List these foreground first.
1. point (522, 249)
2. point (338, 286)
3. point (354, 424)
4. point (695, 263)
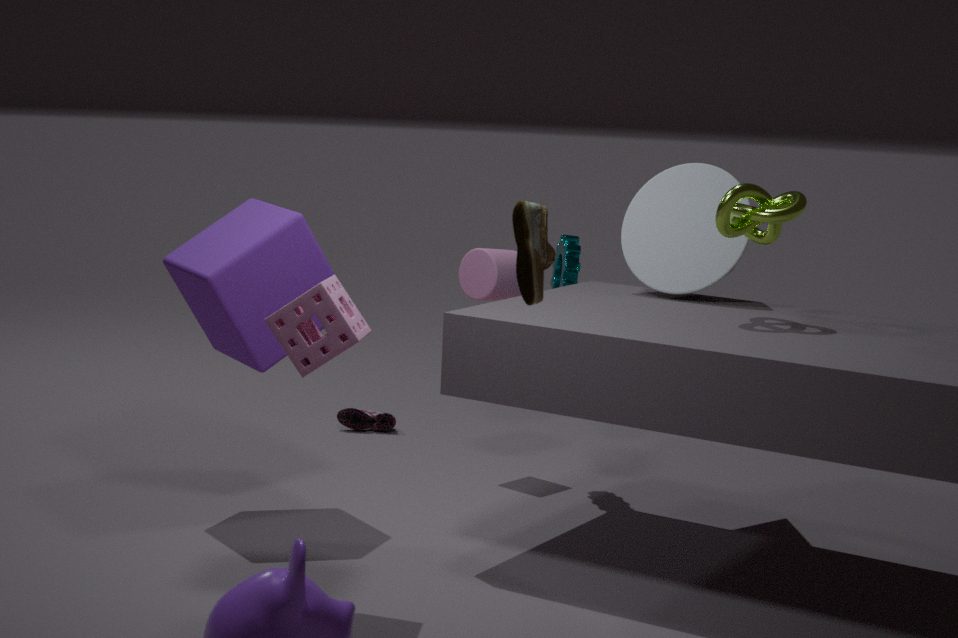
point (522, 249) < point (338, 286) < point (695, 263) < point (354, 424)
